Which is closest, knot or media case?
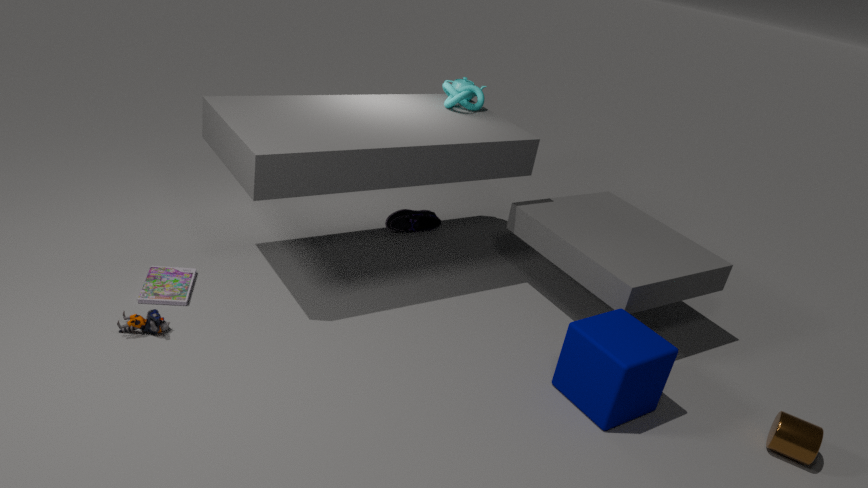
media case
